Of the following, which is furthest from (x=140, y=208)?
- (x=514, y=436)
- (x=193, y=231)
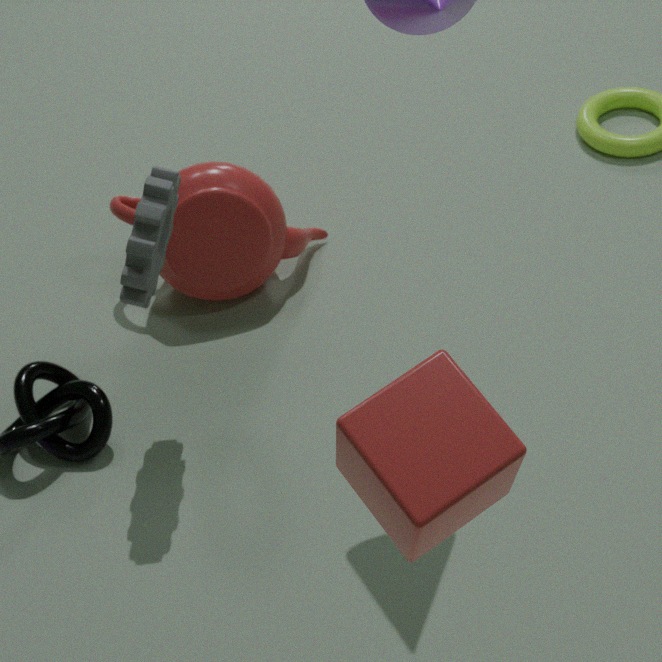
(x=514, y=436)
